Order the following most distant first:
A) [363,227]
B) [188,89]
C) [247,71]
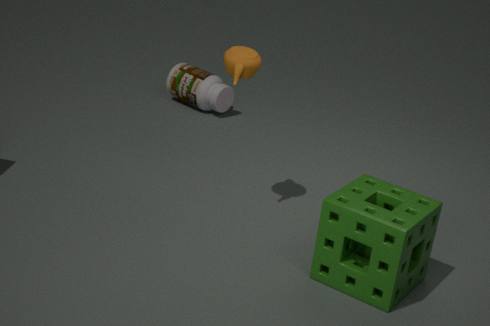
1. [188,89]
2. [247,71]
3. [363,227]
